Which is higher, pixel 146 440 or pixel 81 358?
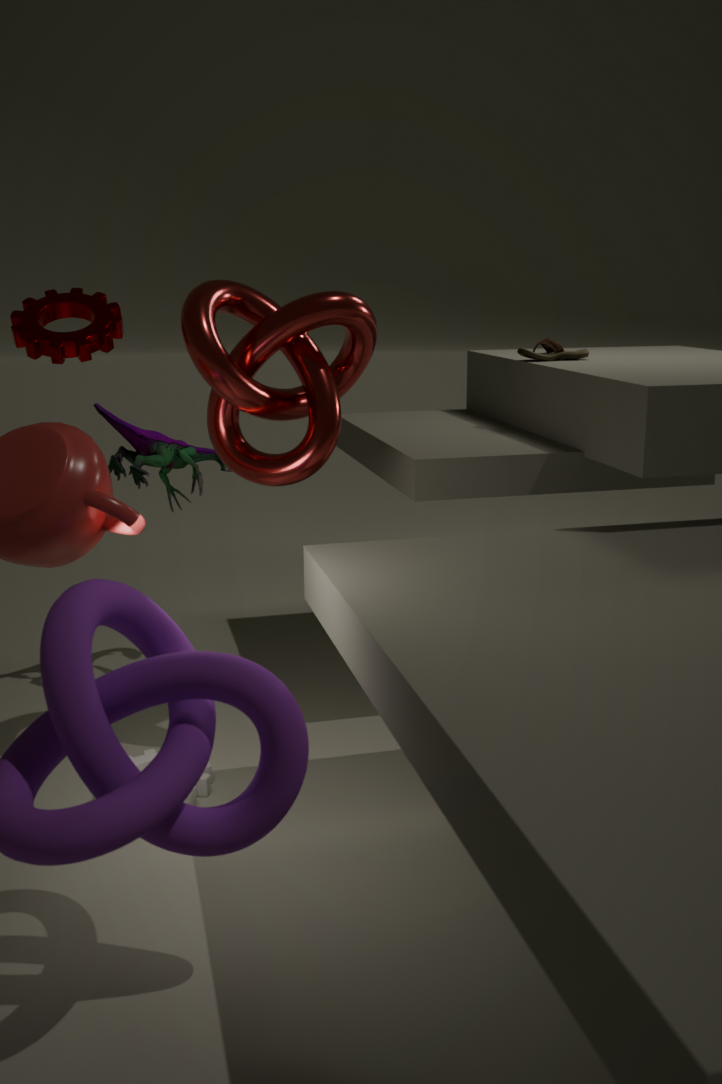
pixel 81 358
